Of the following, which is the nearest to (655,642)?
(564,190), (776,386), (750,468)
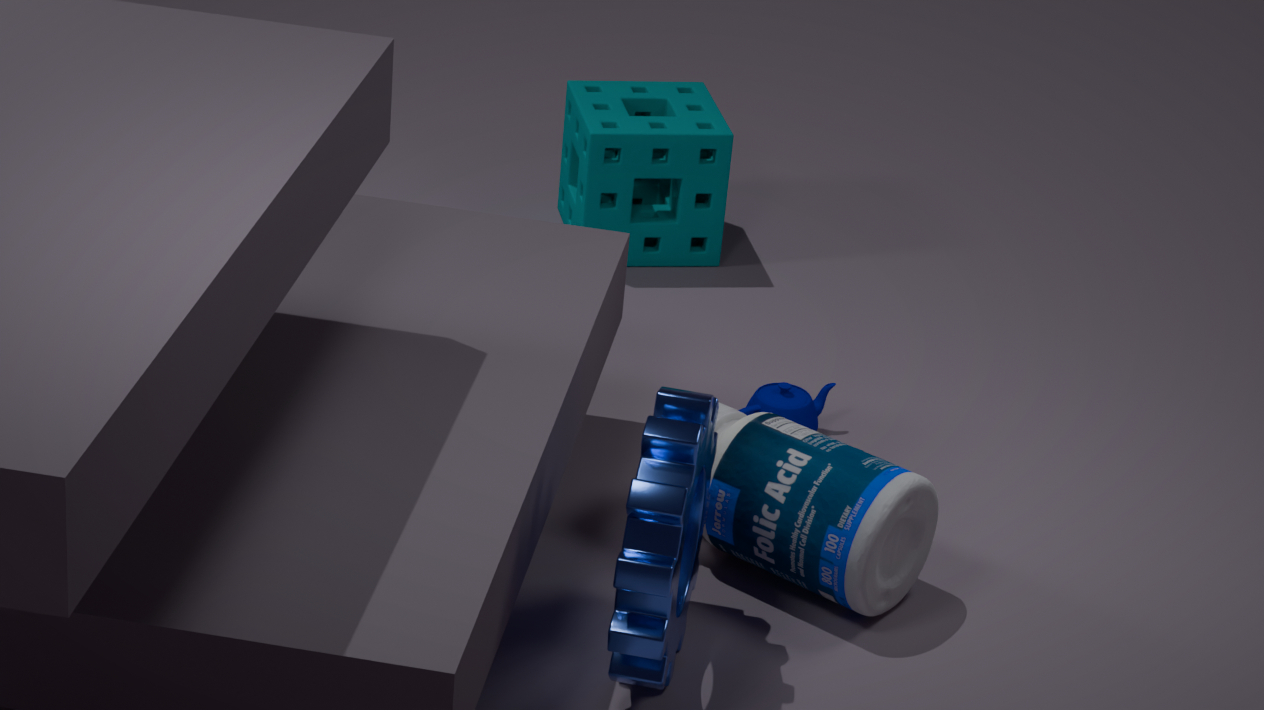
(750,468)
